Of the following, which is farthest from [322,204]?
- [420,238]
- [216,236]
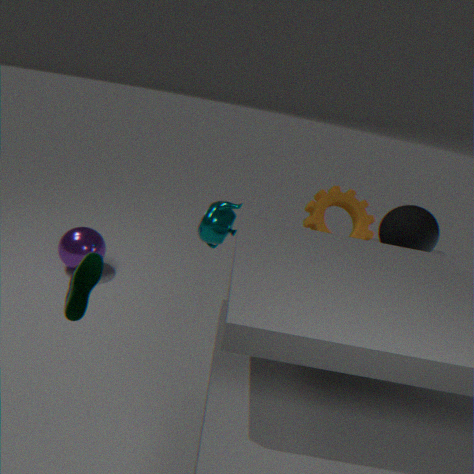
[216,236]
